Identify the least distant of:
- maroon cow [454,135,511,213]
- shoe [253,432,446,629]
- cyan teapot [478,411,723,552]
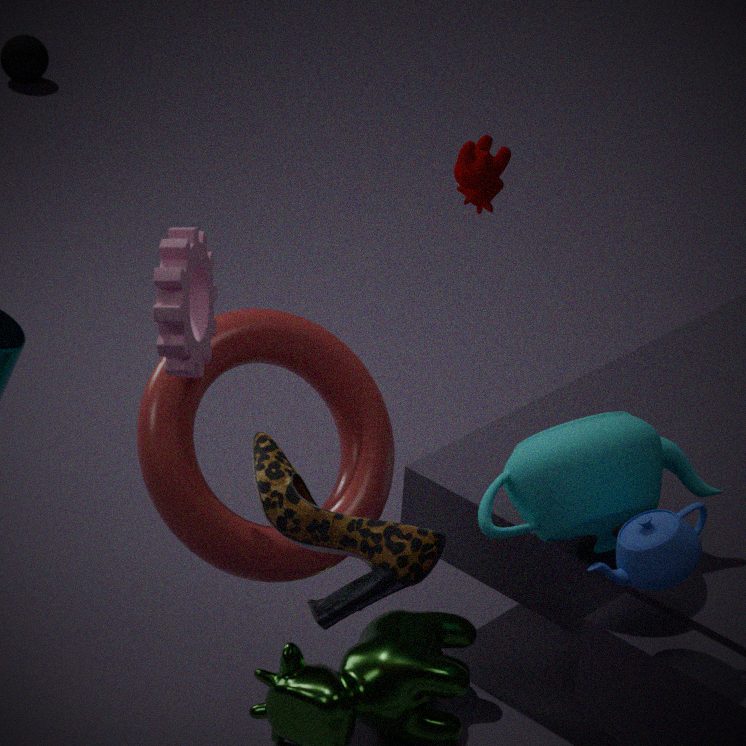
shoe [253,432,446,629]
